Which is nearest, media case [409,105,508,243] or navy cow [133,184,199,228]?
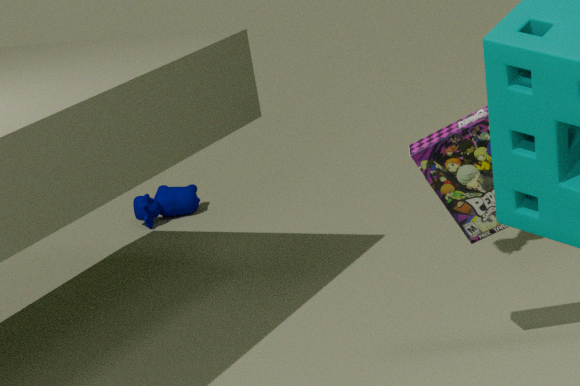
media case [409,105,508,243]
